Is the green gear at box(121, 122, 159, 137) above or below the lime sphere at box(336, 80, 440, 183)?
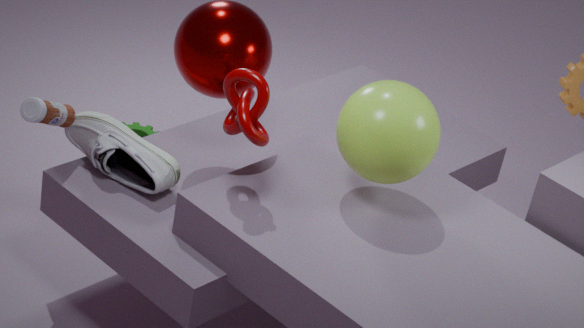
below
